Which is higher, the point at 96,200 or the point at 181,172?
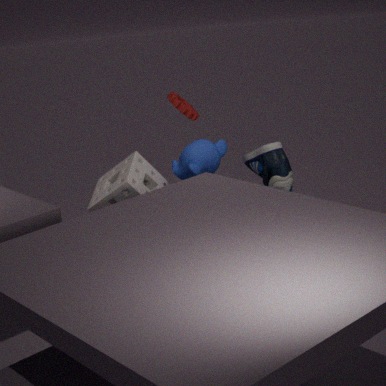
the point at 181,172
